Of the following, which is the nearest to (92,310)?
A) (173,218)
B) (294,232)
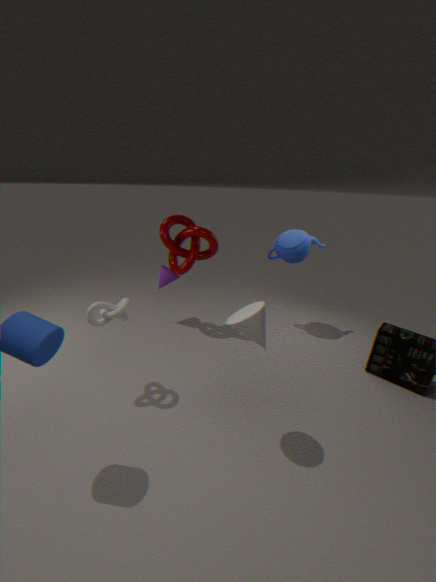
(173,218)
